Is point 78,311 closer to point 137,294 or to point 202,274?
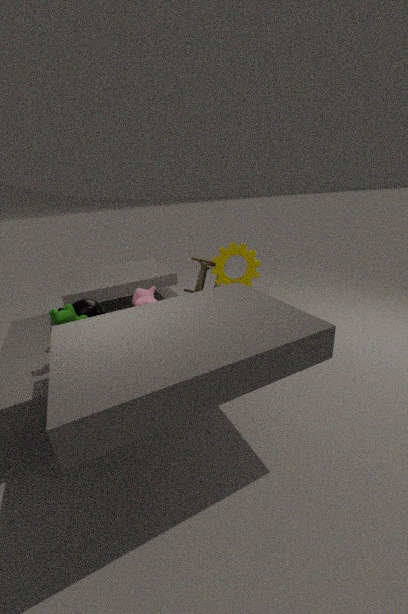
point 137,294
